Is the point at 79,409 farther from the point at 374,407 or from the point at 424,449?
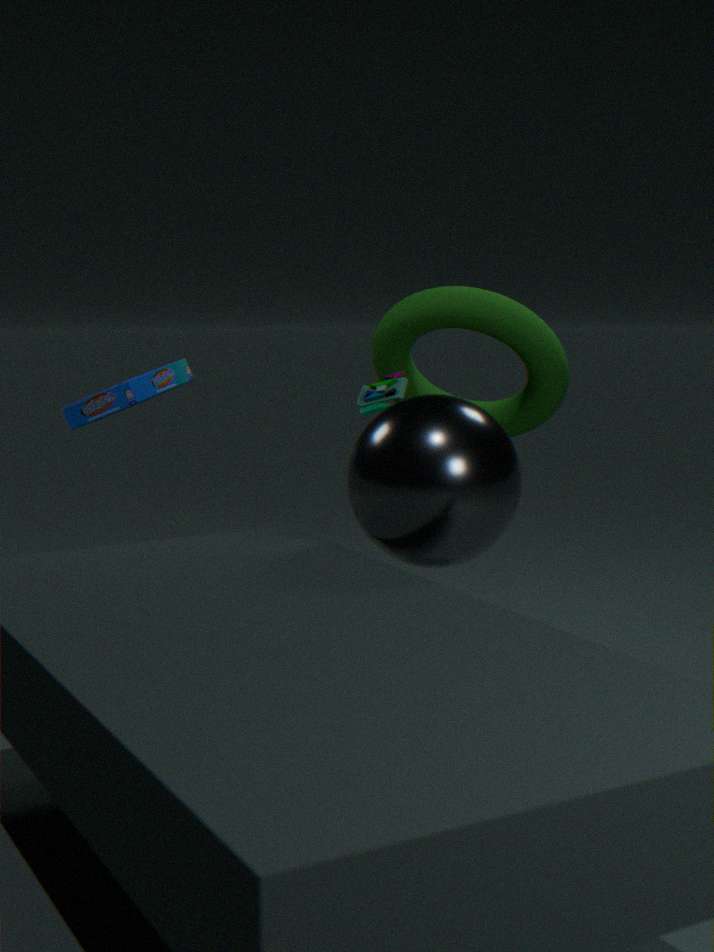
the point at 424,449
